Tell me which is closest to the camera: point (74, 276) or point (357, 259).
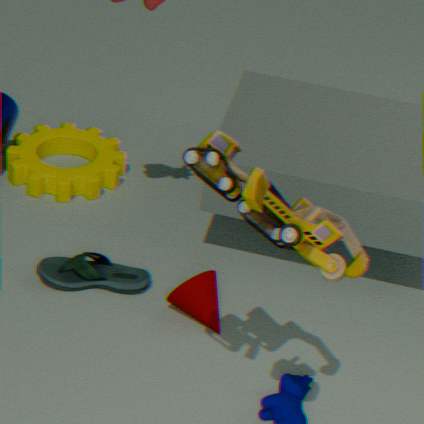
point (357, 259)
